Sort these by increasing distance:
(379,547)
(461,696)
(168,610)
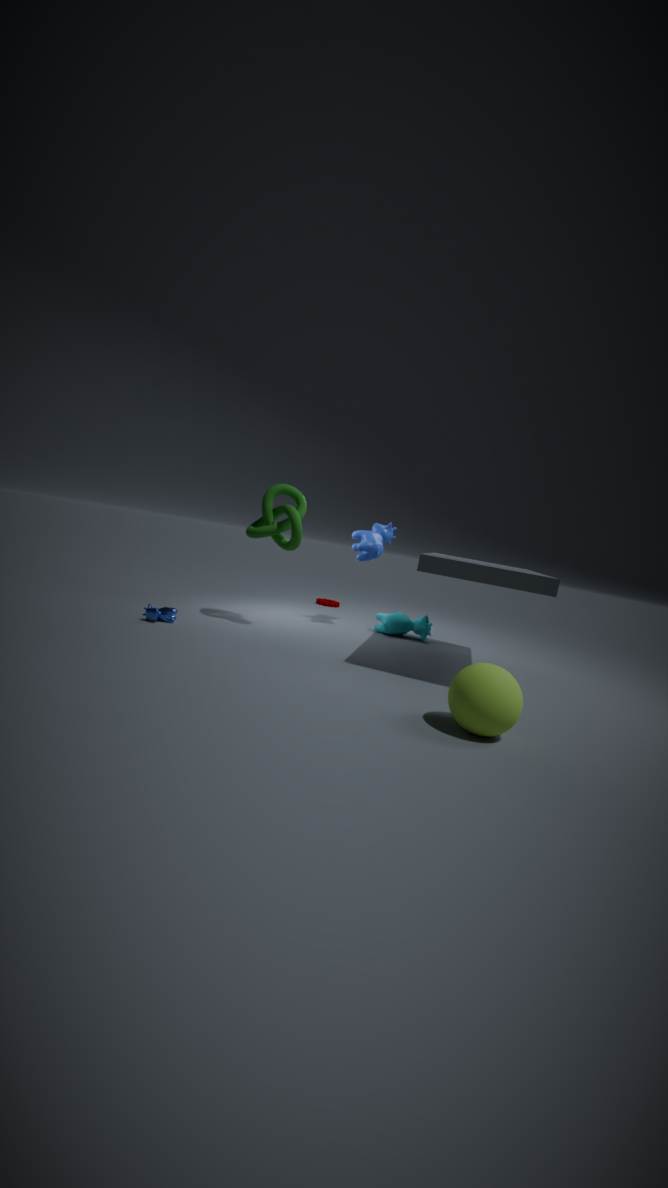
1. (461,696)
2. (168,610)
3. (379,547)
